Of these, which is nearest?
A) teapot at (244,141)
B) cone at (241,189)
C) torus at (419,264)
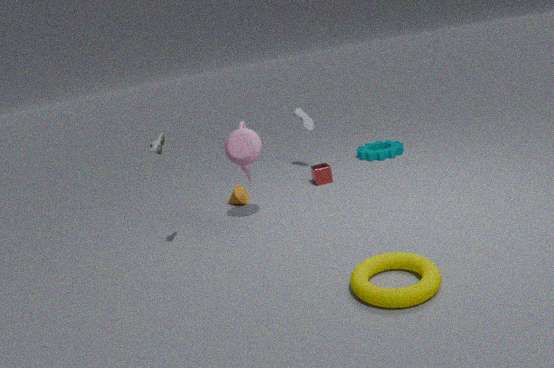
torus at (419,264)
